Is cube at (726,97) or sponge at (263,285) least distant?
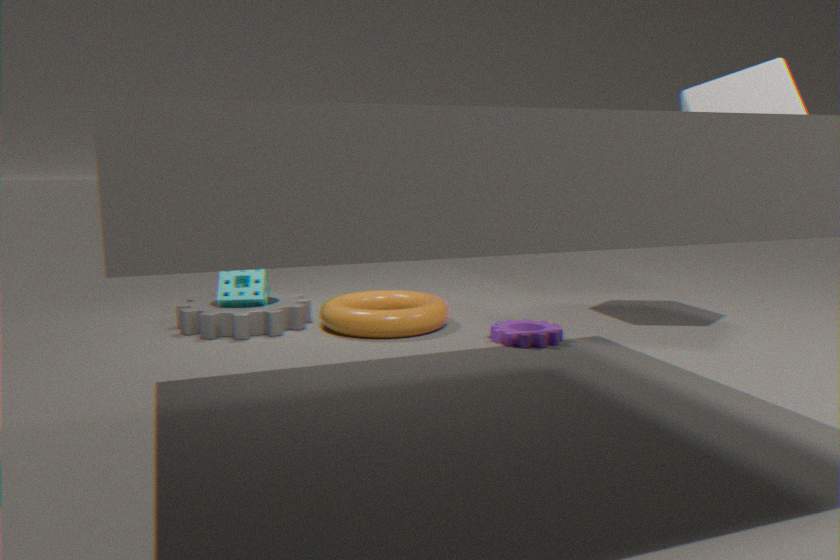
cube at (726,97)
